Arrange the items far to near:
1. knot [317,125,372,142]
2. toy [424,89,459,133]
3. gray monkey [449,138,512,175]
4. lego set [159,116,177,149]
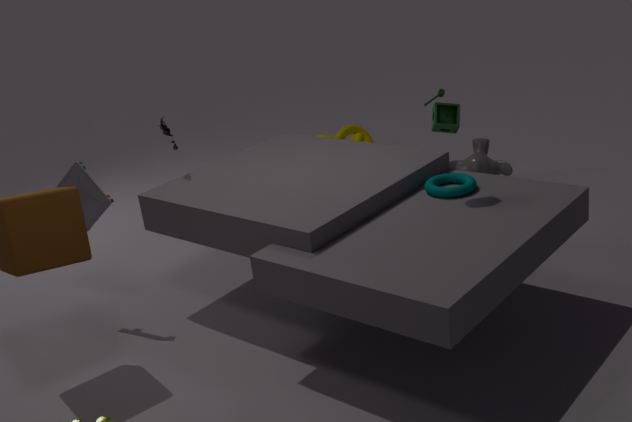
knot [317,125,372,142] → gray monkey [449,138,512,175] → lego set [159,116,177,149] → toy [424,89,459,133]
